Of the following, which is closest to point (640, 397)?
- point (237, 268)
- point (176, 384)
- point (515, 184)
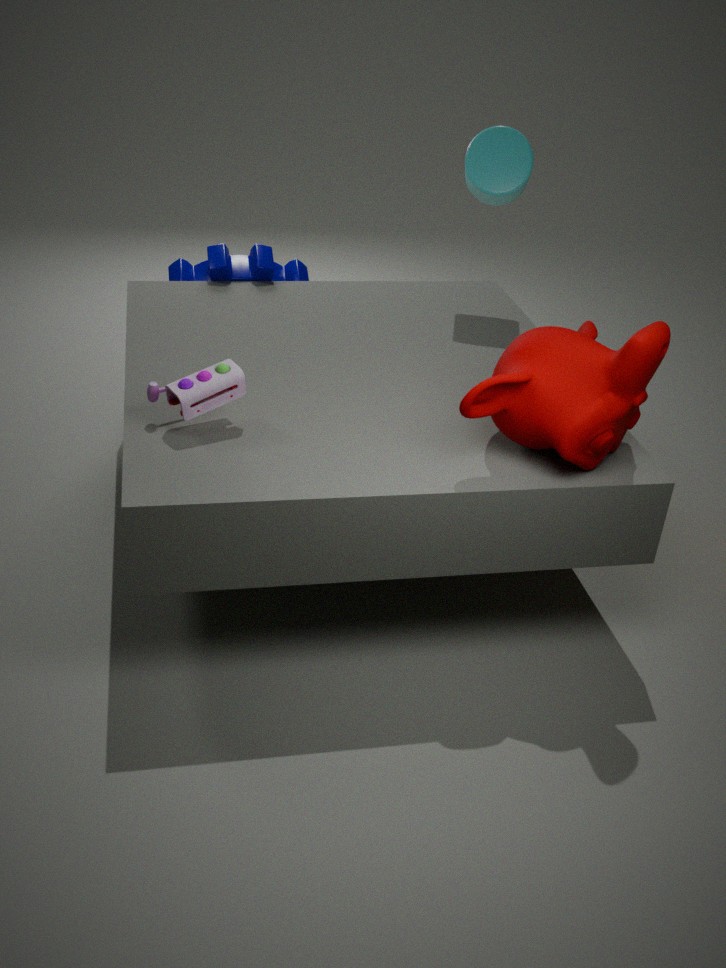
point (176, 384)
